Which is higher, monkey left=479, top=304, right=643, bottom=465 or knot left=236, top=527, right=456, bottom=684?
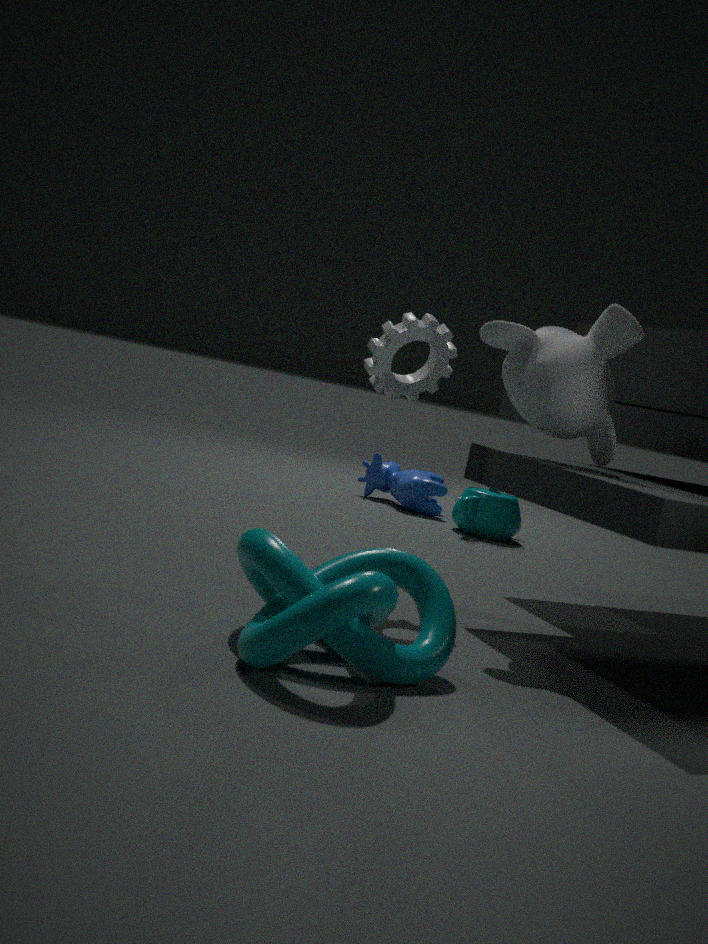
monkey left=479, top=304, right=643, bottom=465
